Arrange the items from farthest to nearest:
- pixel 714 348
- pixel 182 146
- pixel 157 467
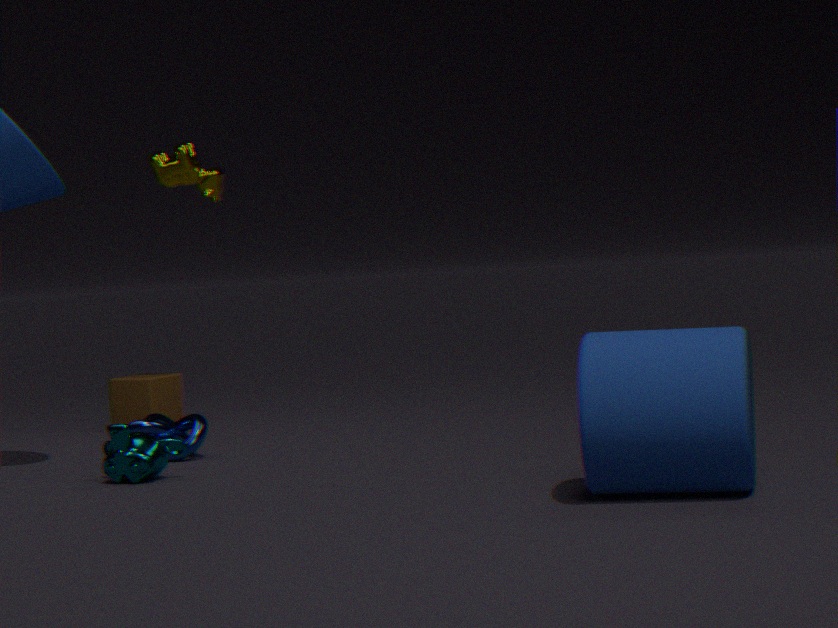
pixel 182 146, pixel 157 467, pixel 714 348
